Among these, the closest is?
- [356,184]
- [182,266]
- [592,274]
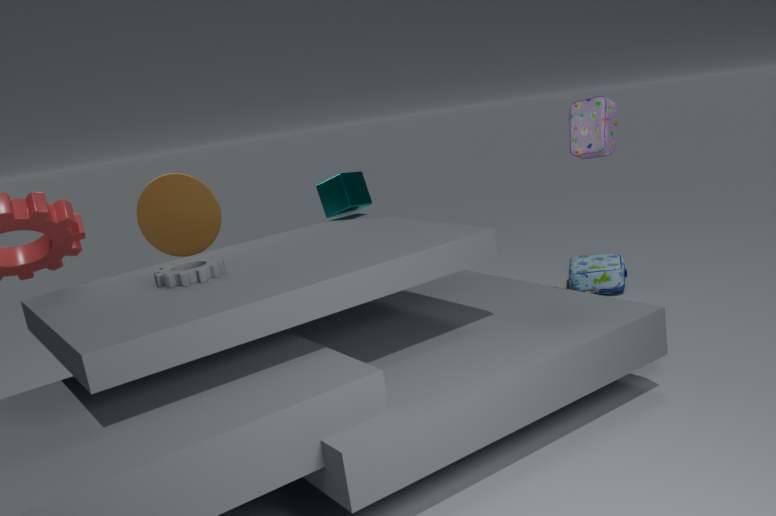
[182,266]
